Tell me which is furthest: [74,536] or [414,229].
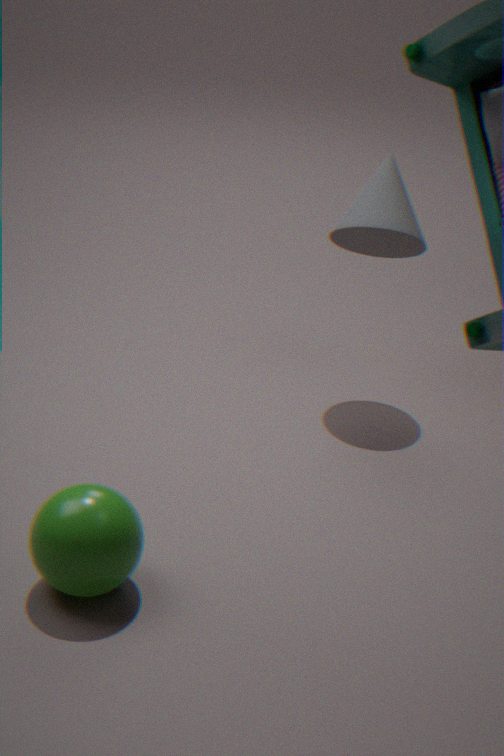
[414,229]
